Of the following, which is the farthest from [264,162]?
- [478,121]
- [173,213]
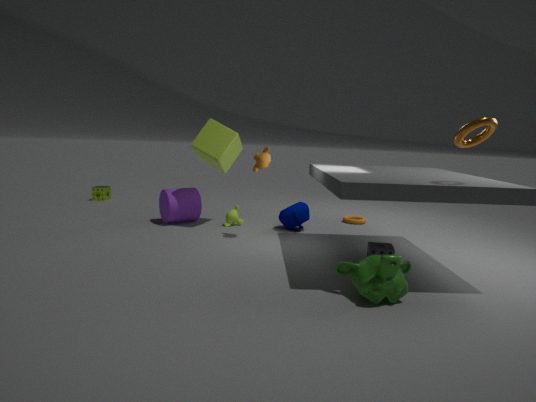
[478,121]
